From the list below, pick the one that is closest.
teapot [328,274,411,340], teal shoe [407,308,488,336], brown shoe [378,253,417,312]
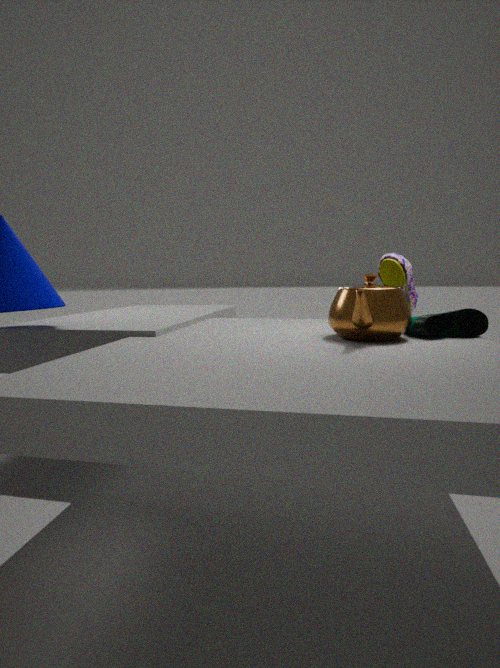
teapot [328,274,411,340]
